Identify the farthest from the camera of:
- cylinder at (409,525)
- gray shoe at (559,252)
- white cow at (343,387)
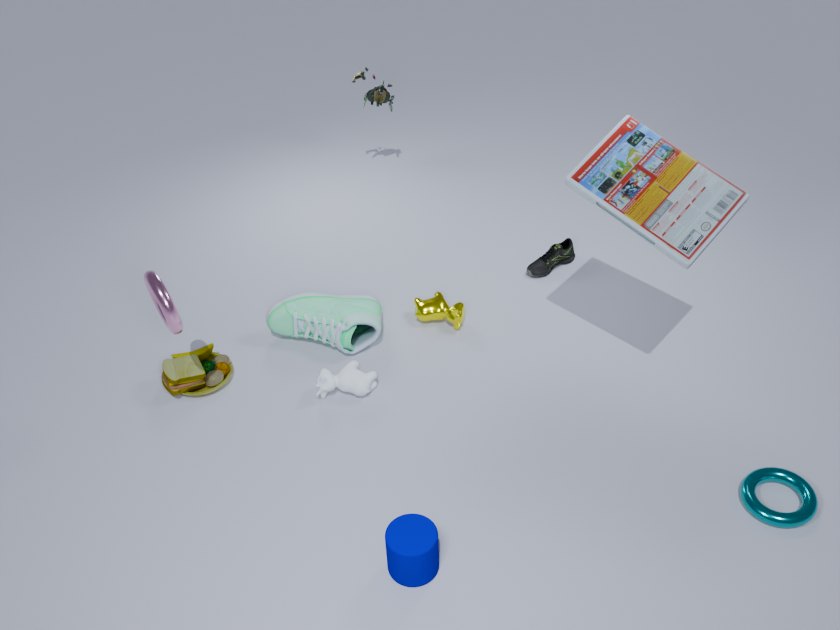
gray shoe at (559,252)
